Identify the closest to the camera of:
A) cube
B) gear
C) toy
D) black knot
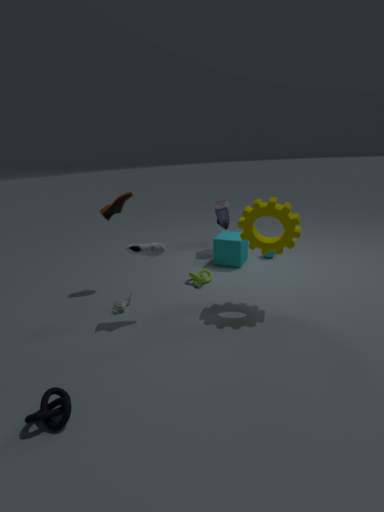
black knot
